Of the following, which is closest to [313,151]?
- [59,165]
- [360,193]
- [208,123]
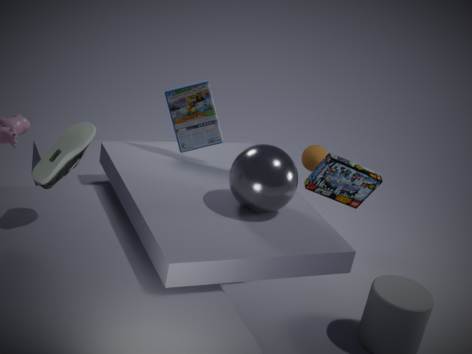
[360,193]
